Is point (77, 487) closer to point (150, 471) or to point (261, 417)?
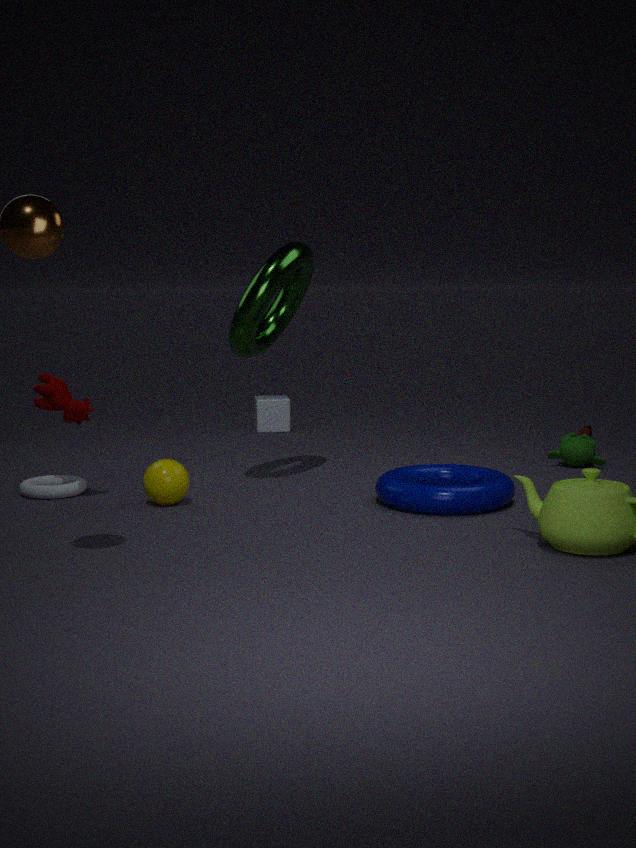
point (150, 471)
